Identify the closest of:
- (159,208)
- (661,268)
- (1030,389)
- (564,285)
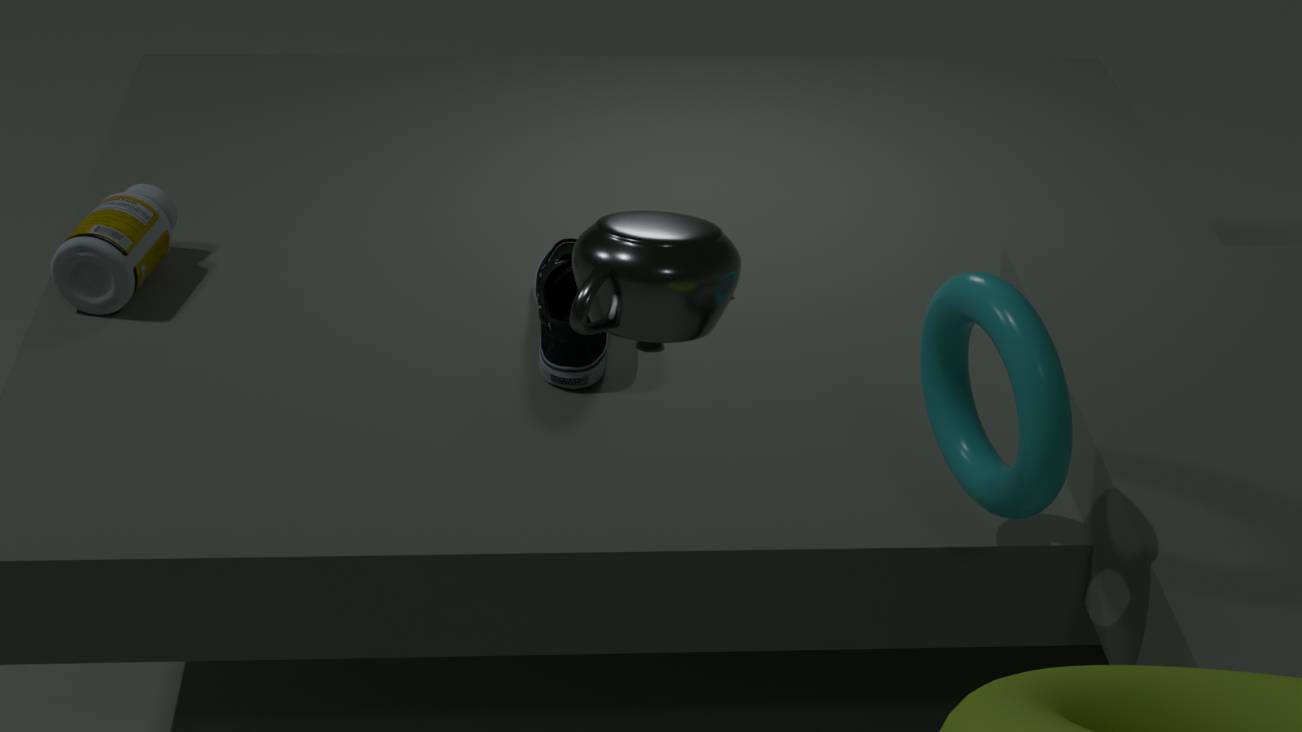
(661,268)
